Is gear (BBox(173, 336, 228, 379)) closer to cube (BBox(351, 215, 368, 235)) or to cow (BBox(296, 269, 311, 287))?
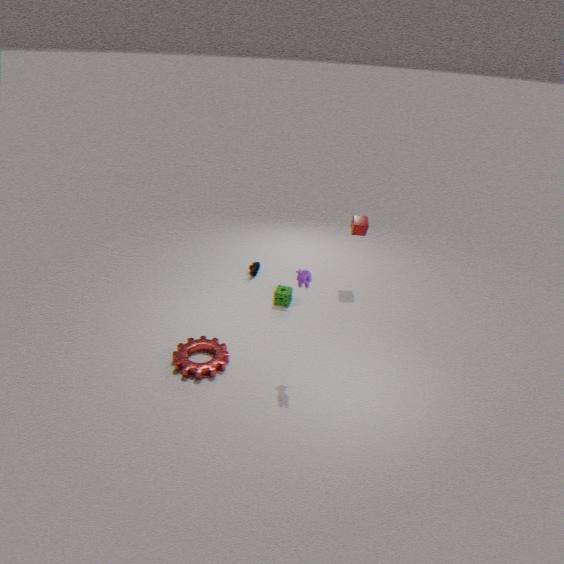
cow (BBox(296, 269, 311, 287))
